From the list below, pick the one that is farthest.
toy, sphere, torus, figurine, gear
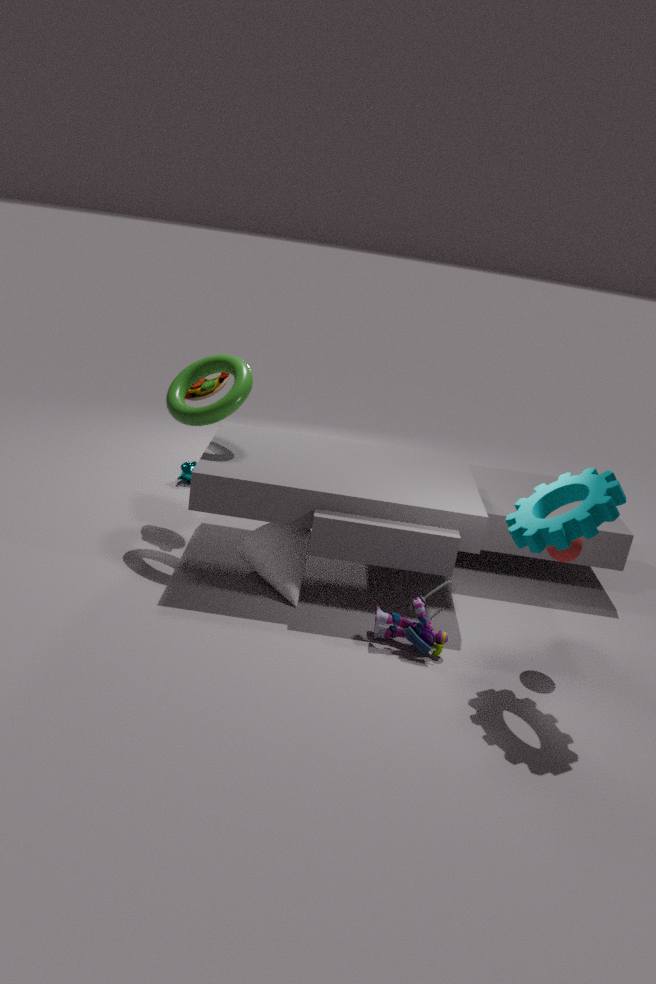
toy
